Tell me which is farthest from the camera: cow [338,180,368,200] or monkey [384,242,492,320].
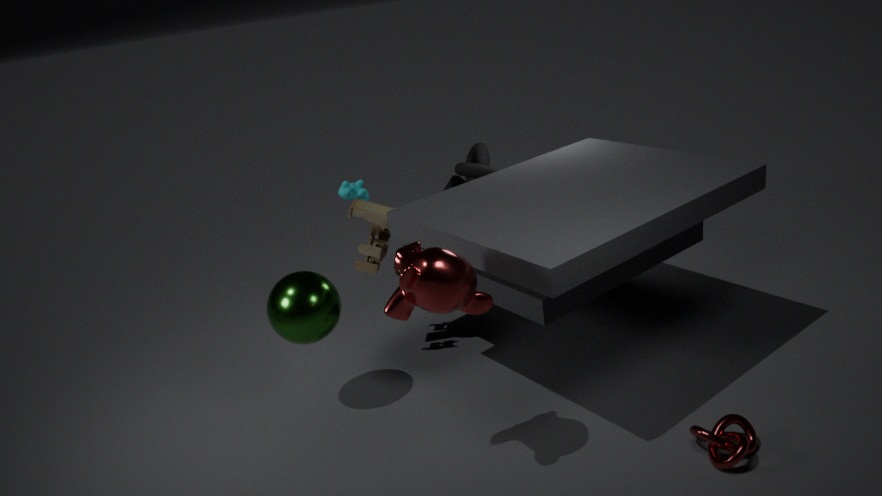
cow [338,180,368,200]
